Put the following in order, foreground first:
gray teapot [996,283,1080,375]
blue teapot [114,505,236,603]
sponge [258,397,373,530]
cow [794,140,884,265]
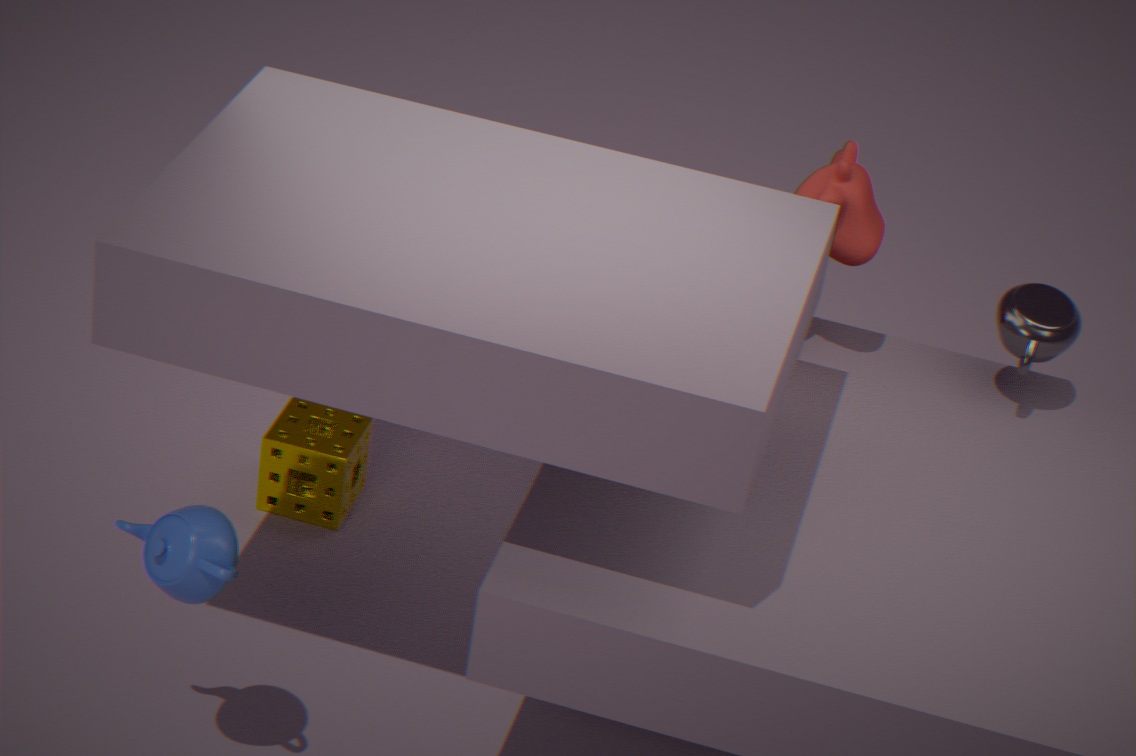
blue teapot [114,505,236,603], cow [794,140,884,265], gray teapot [996,283,1080,375], sponge [258,397,373,530]
